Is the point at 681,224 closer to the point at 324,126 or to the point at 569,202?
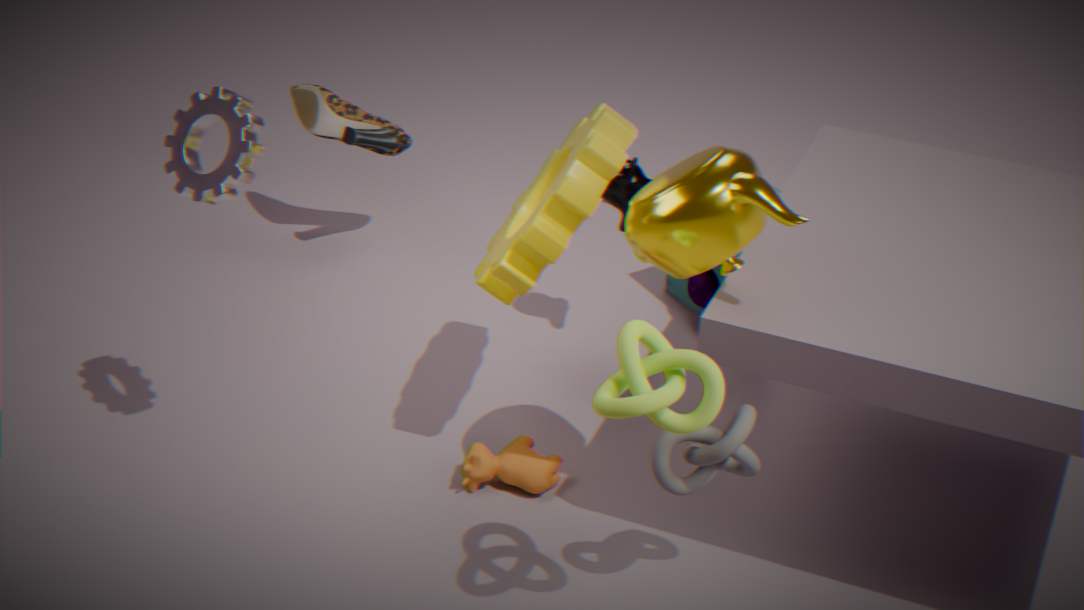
the point at 569,202
